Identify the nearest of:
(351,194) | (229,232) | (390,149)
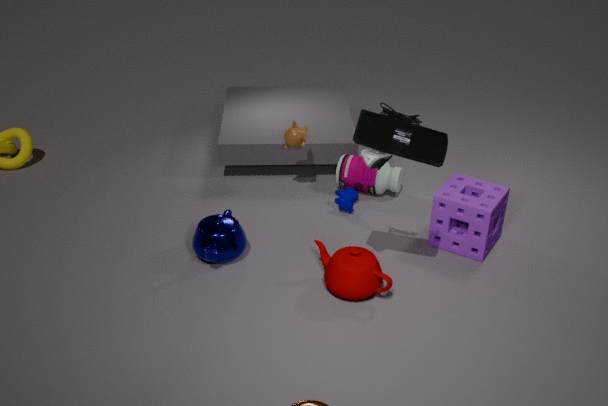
(390,149)
